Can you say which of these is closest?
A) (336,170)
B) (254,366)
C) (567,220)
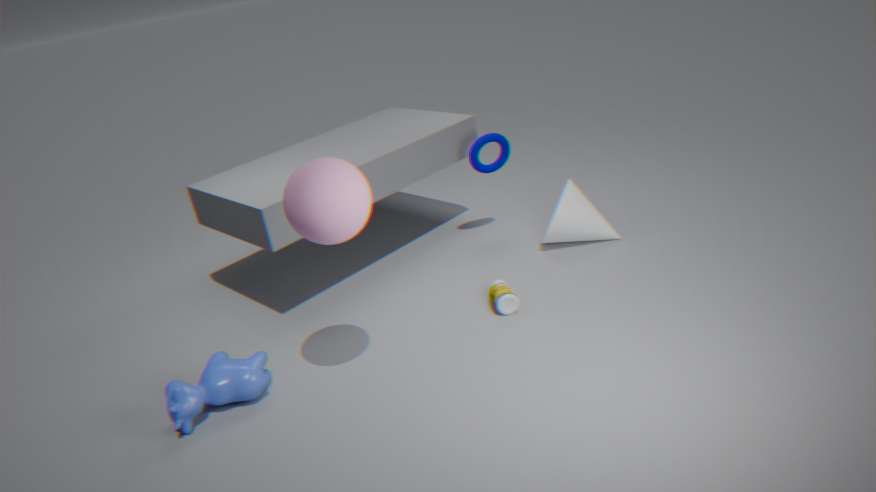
(336,170)
